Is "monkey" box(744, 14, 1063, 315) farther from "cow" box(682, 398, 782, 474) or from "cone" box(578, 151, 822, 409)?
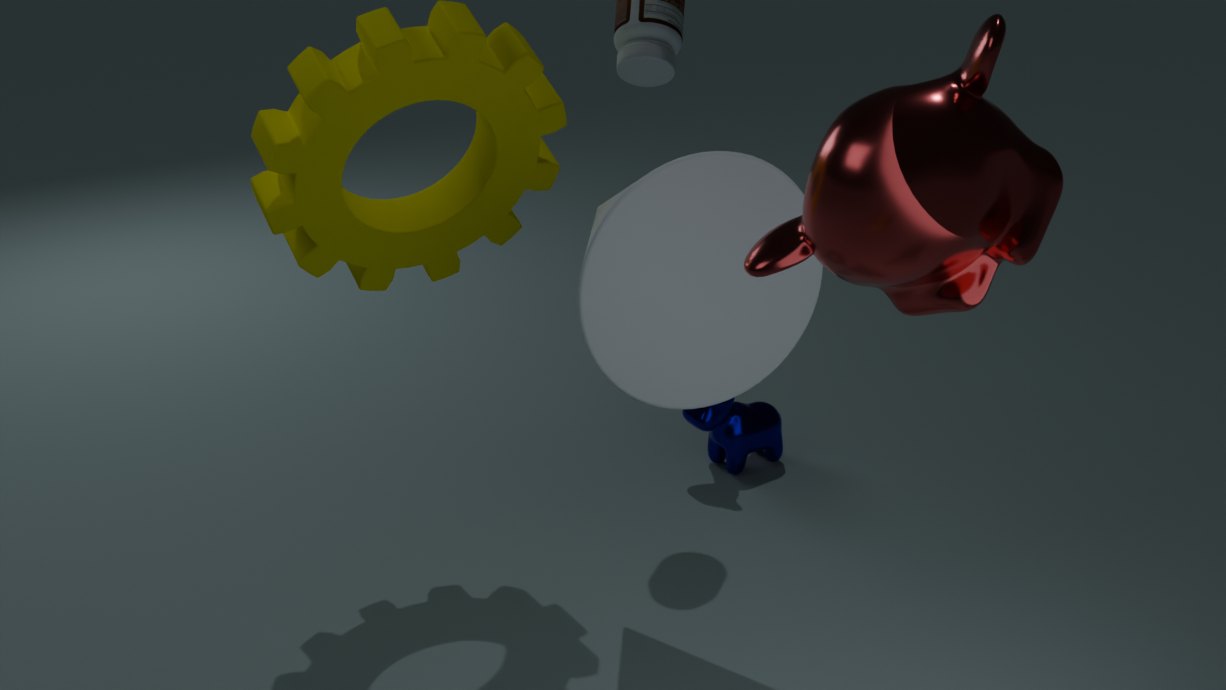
"cow" box(682, 398, 782, 474)
